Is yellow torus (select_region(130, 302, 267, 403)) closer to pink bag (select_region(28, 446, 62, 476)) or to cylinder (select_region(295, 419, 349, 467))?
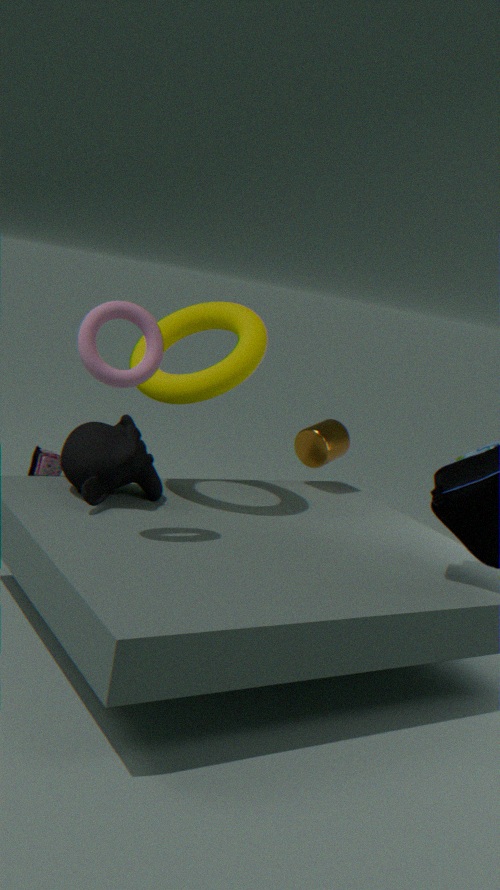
cylinder (select_region(295, 419, 349, 467))
